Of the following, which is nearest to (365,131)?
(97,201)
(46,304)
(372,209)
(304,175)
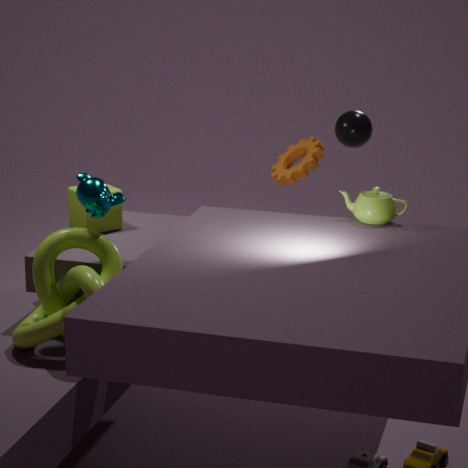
(304,175)
